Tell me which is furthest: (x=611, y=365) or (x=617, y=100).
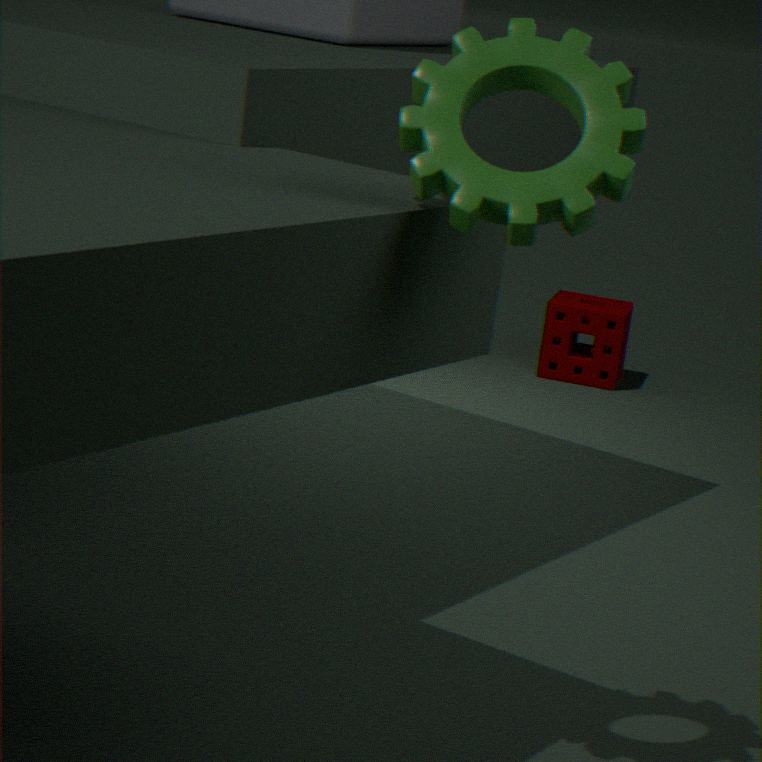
(x=611, y=365)
